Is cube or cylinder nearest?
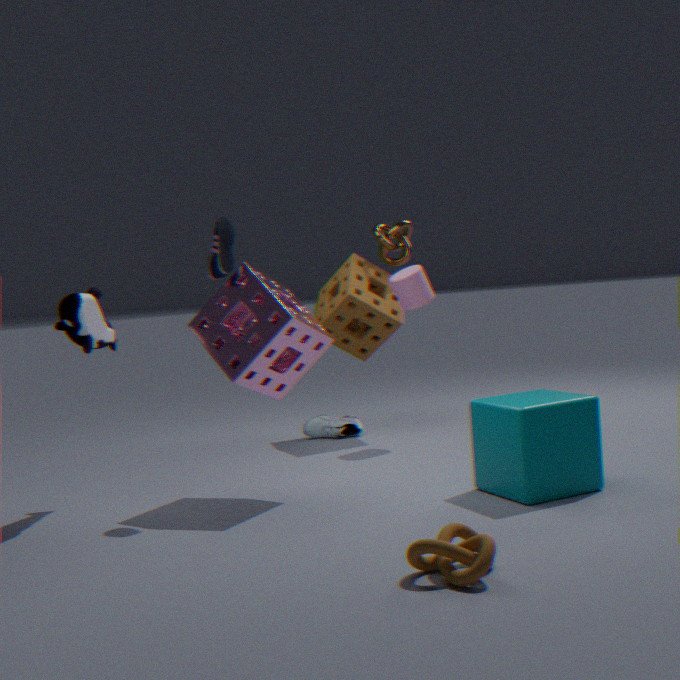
cube
